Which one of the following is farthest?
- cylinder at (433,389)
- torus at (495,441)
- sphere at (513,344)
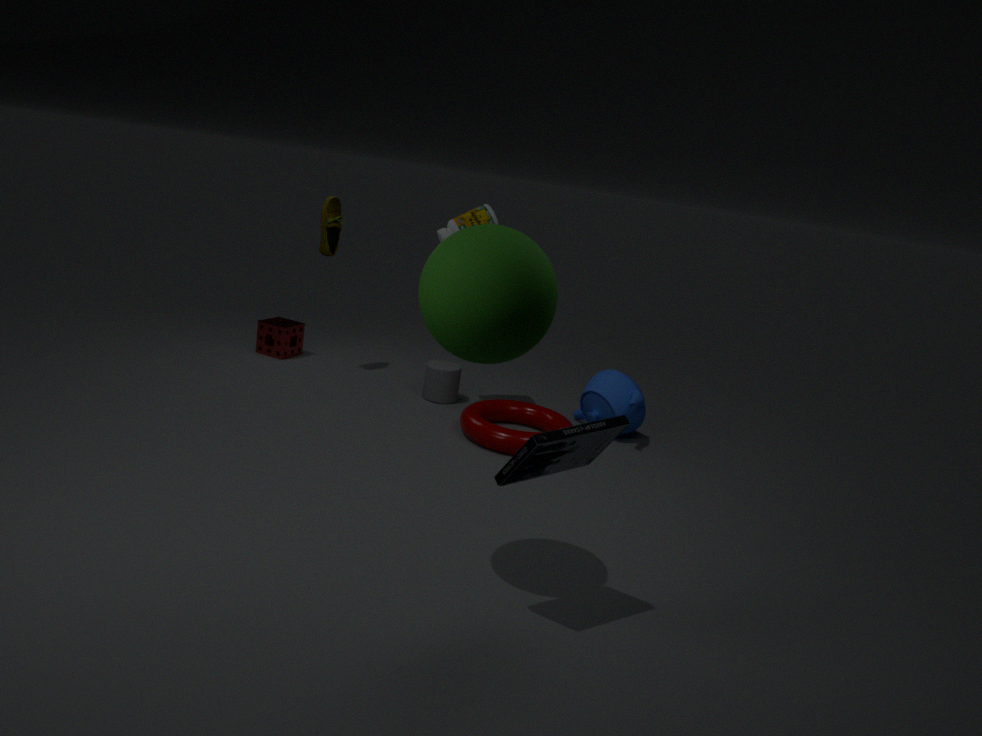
cylinder at (433,389)
